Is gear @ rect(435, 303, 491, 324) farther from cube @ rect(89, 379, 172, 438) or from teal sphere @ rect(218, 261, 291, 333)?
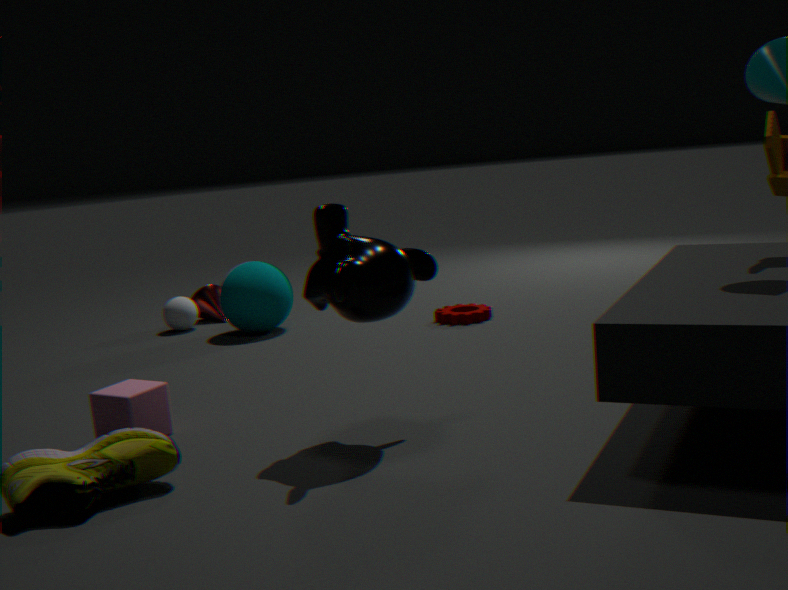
cube @ rect(89, 379, 172, 438)
